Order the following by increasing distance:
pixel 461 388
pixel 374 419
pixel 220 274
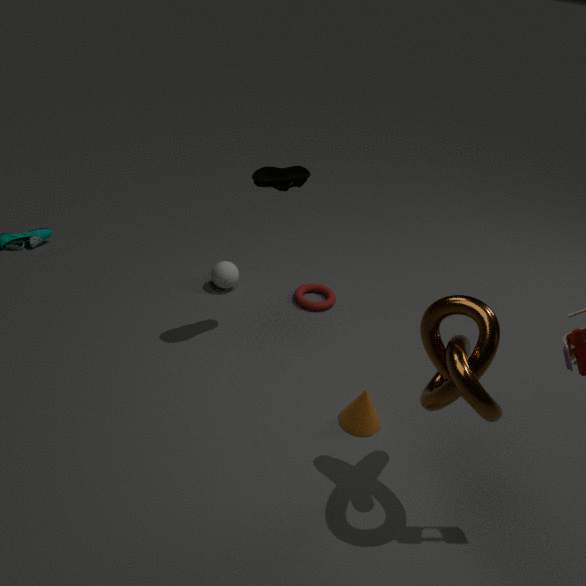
pixel 461 388 < pixel 374 419 < pixel 220 274
